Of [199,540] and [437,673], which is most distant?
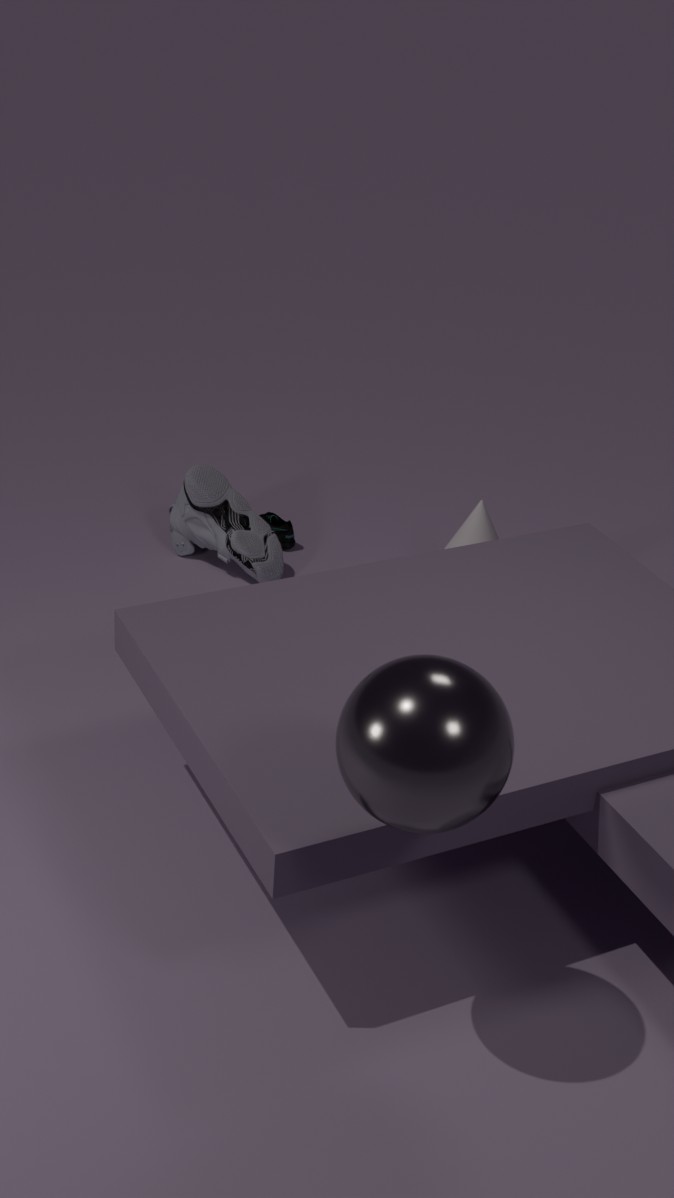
[199,540]
